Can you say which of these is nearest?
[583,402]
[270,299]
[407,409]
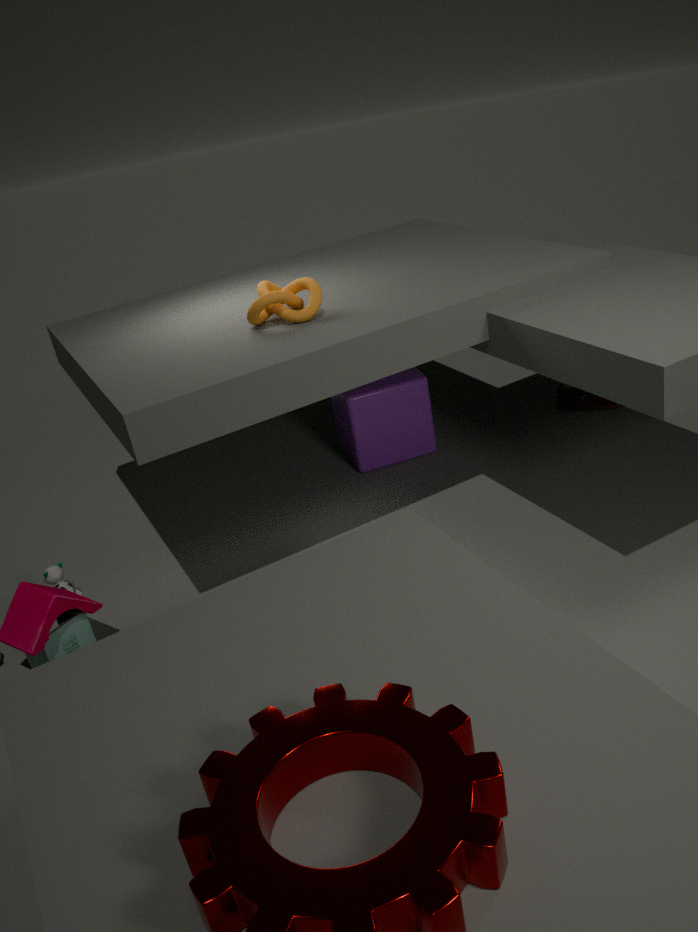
[270,299]
